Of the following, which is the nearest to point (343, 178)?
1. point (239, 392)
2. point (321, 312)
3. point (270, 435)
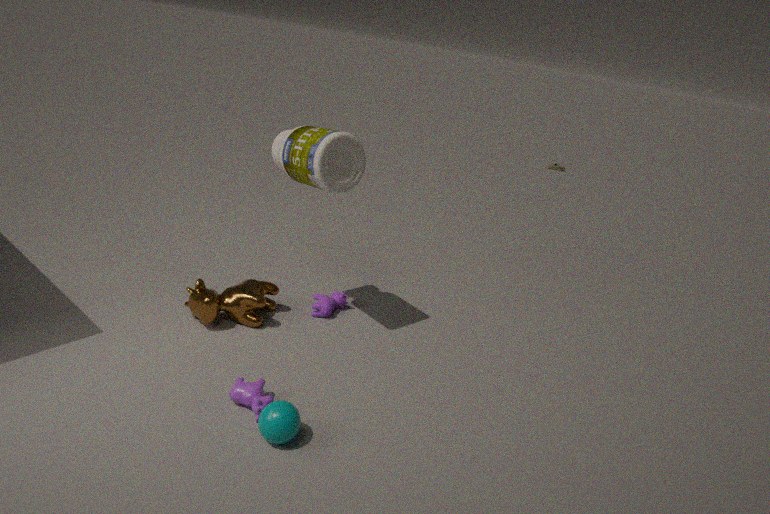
point (321, 312)
